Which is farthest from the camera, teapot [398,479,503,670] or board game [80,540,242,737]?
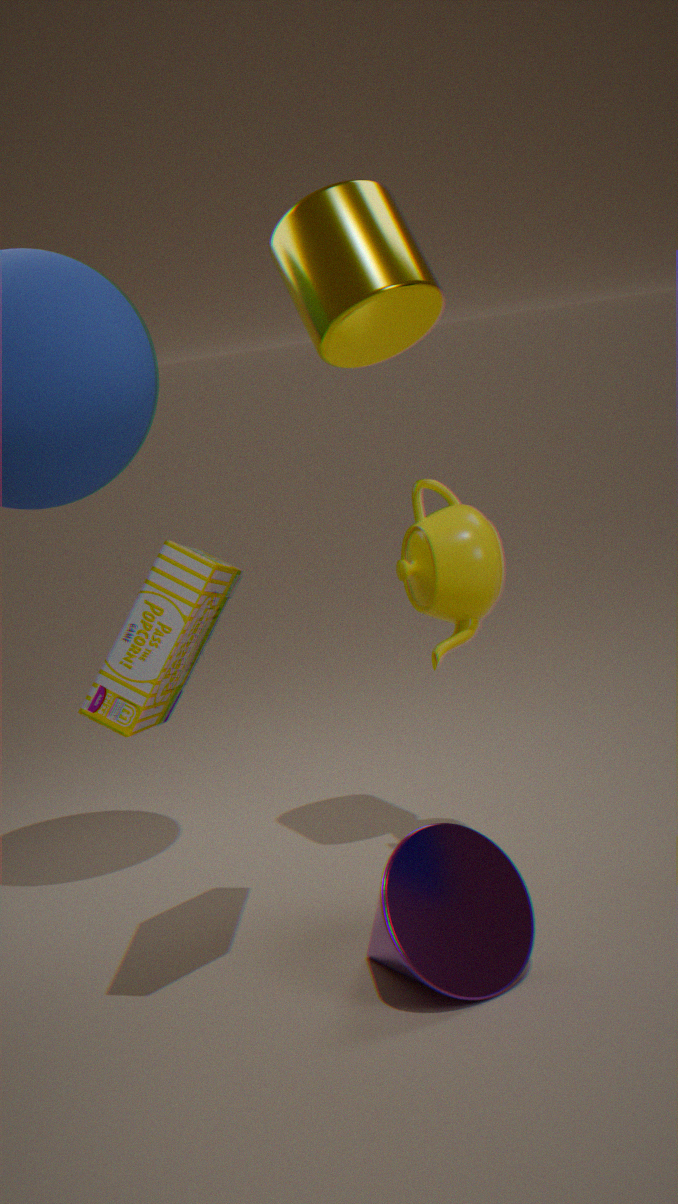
teapot [398,479,503,670]
